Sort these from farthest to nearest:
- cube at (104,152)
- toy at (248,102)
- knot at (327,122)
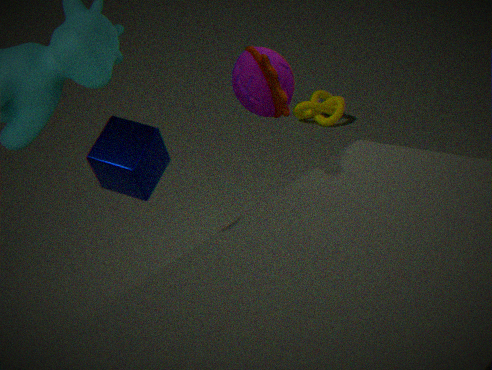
knot at (327,122) < cube at (104,152) < toy at (248,102)
